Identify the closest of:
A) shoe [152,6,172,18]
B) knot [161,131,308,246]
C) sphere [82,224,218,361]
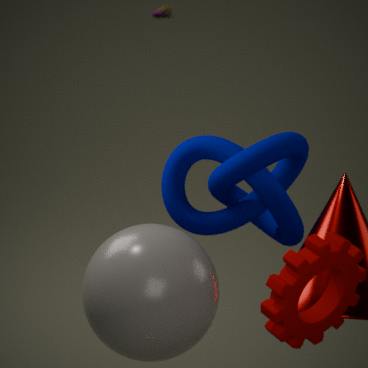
sphere [82,224,218,361]
